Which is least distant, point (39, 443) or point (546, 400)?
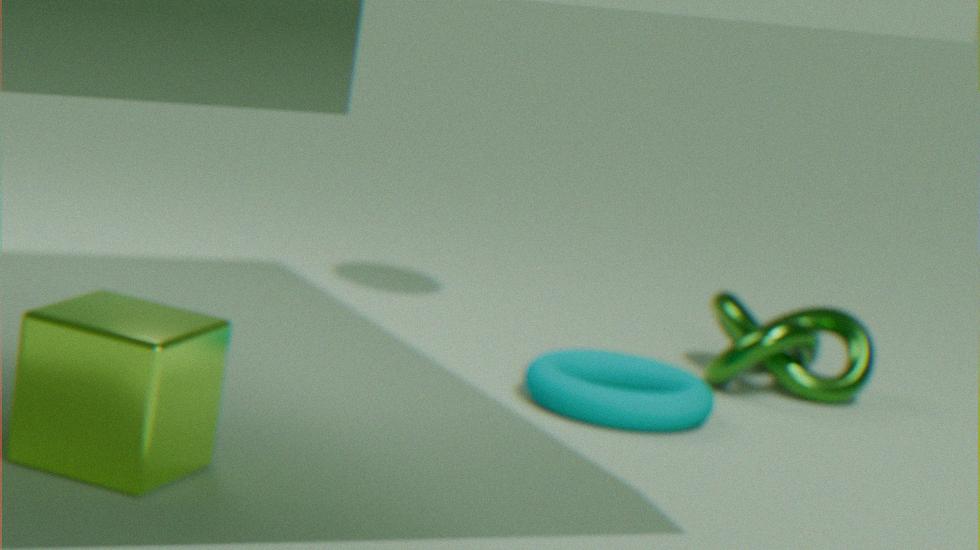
point (39, 443)
